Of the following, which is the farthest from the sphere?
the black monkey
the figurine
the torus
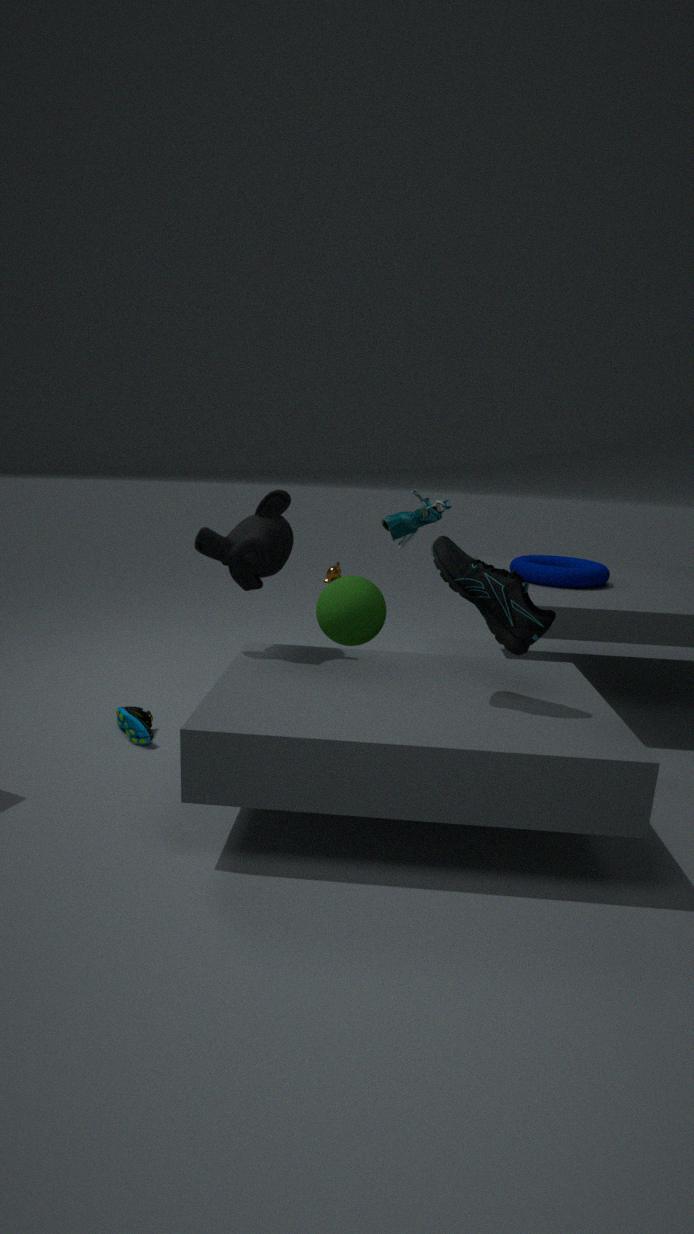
the torus
